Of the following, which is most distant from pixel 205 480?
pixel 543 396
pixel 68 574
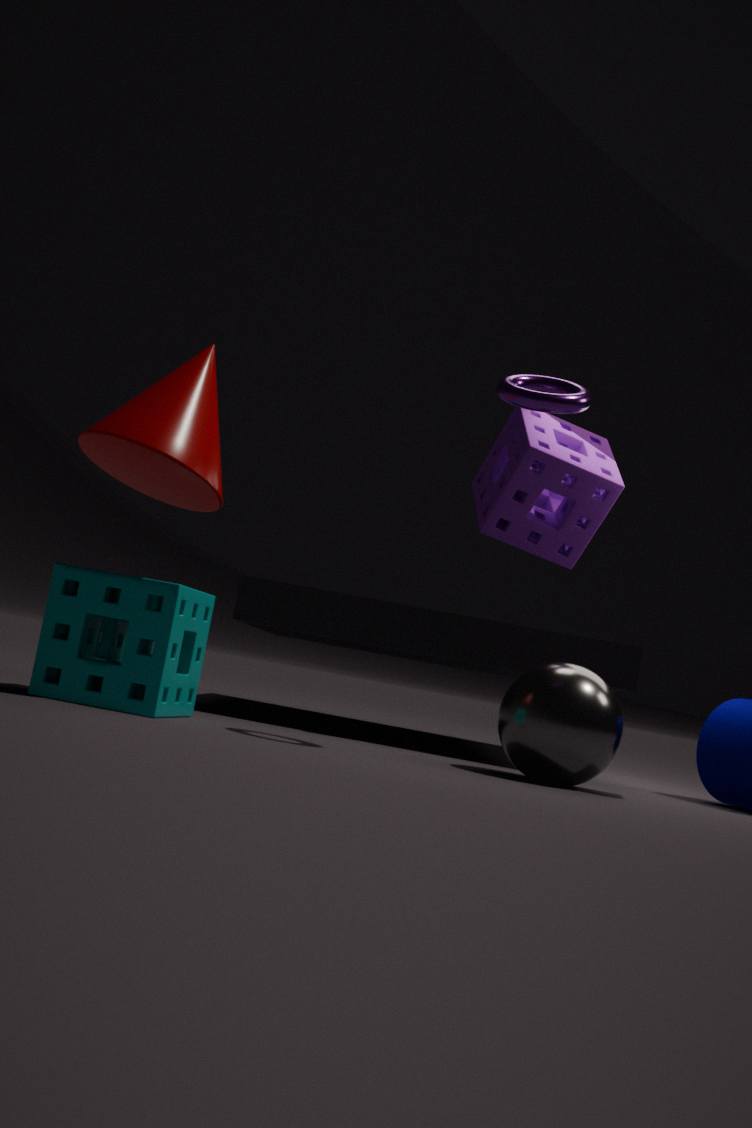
pixel 543 396
